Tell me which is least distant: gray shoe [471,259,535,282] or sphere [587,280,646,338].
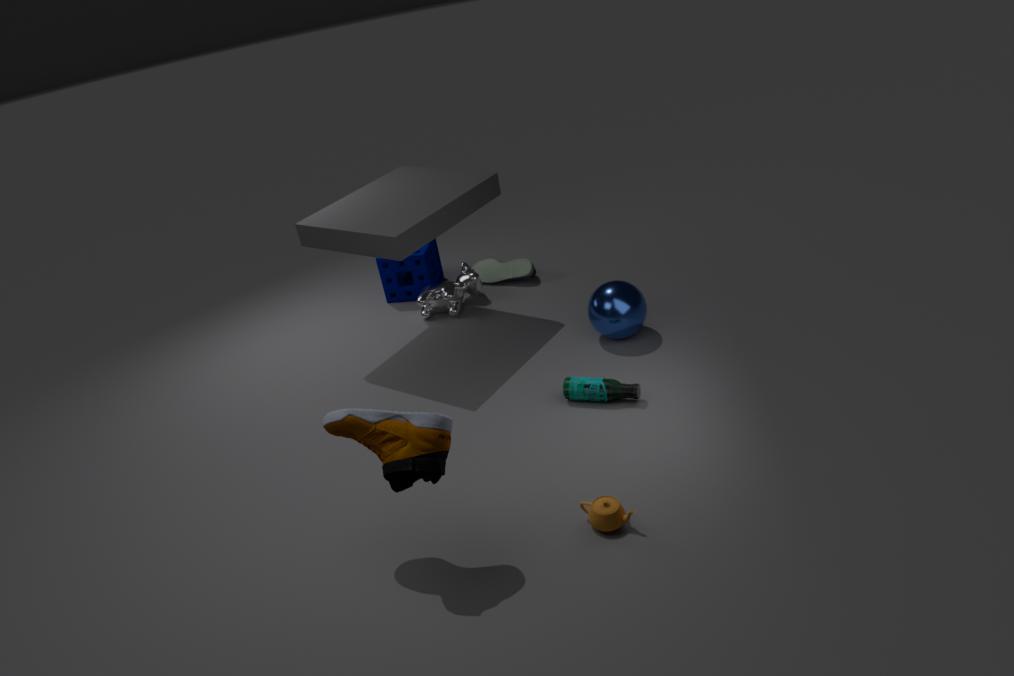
sphere [587,280,646,338]
